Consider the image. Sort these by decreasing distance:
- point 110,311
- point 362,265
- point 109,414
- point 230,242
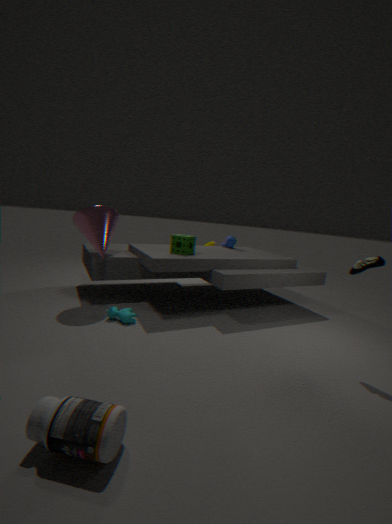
point 230,242
point 110,311
point 362,265
point 109,414
